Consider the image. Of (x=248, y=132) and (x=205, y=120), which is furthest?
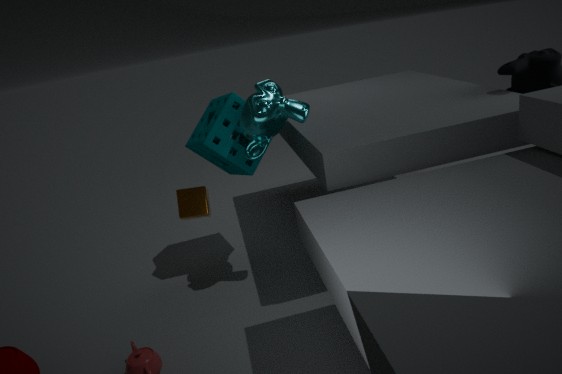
(x=205, y=120)
